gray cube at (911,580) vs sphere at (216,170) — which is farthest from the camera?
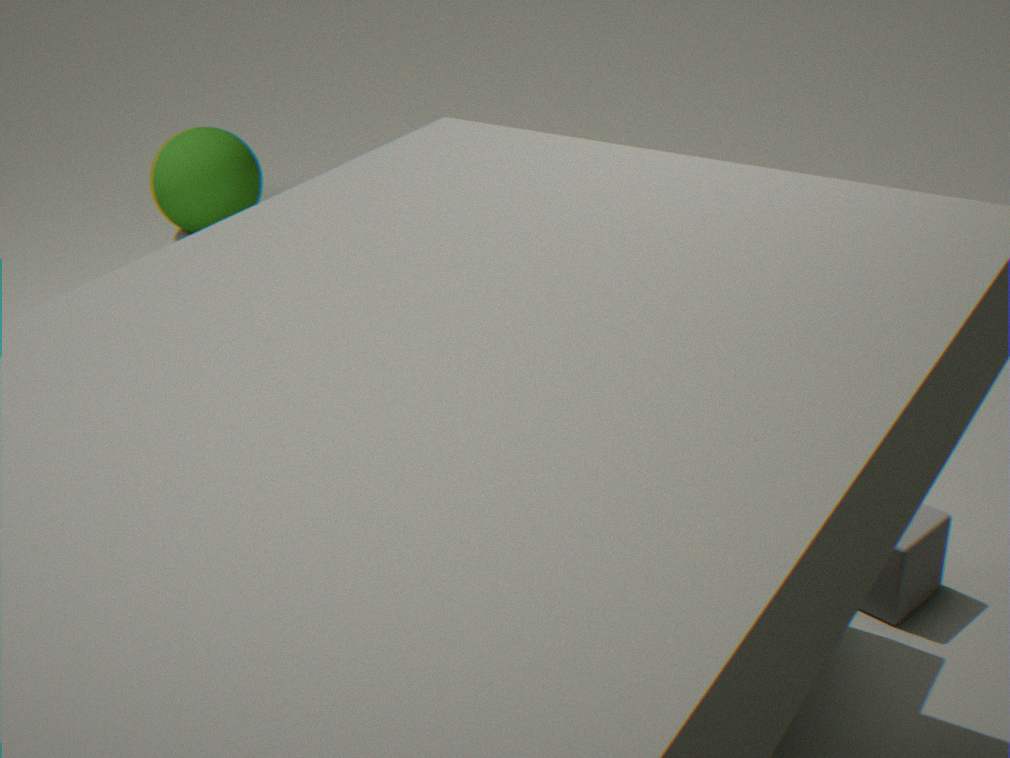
sphere at (216,170)
